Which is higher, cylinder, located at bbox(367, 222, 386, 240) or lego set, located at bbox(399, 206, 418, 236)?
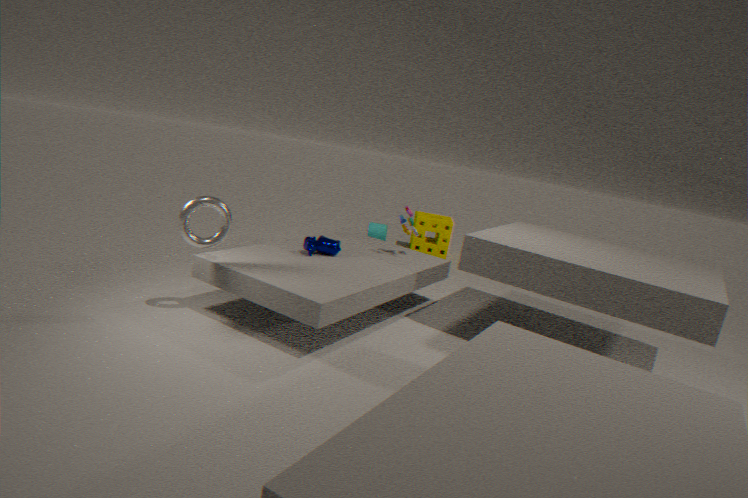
lego set, located at bbox(399, 206, 418, 236)
